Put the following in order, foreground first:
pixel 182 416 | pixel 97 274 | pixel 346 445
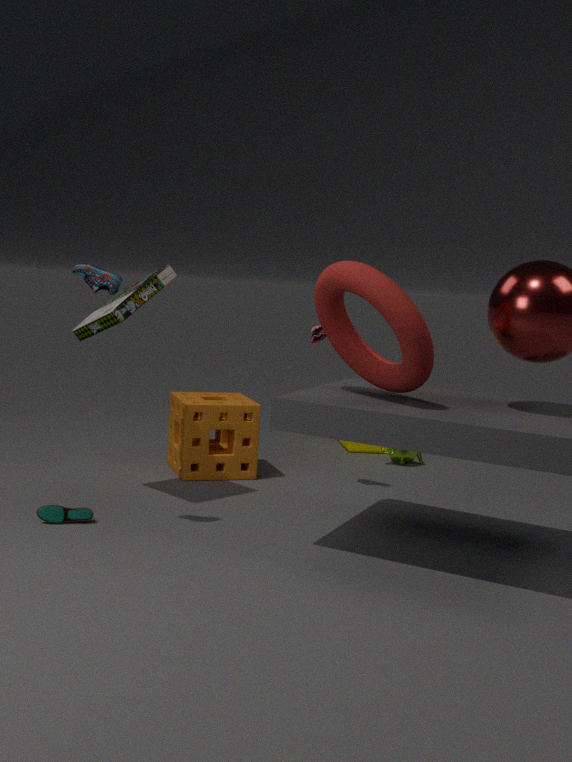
pixel 97 274 < pixel 182 416 < pixel 346 445
